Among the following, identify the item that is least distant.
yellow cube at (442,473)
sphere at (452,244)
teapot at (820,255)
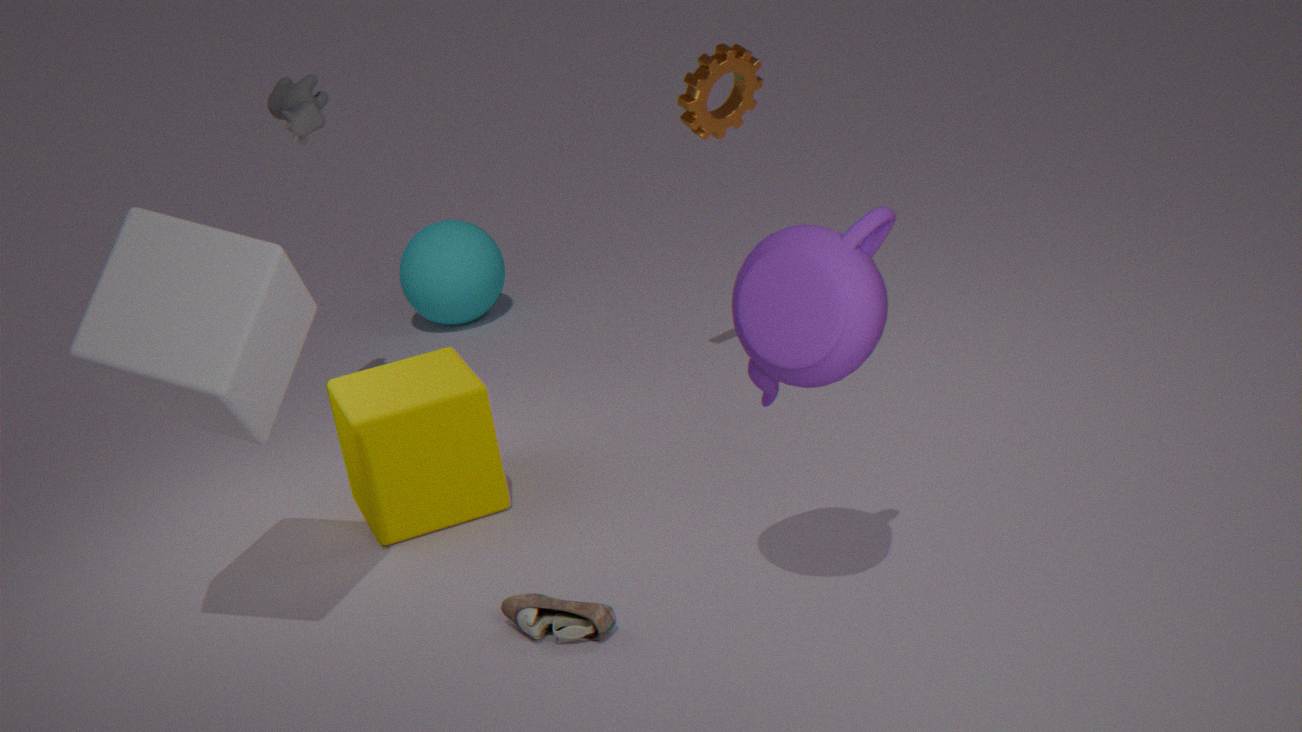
teapot at (820,255)
